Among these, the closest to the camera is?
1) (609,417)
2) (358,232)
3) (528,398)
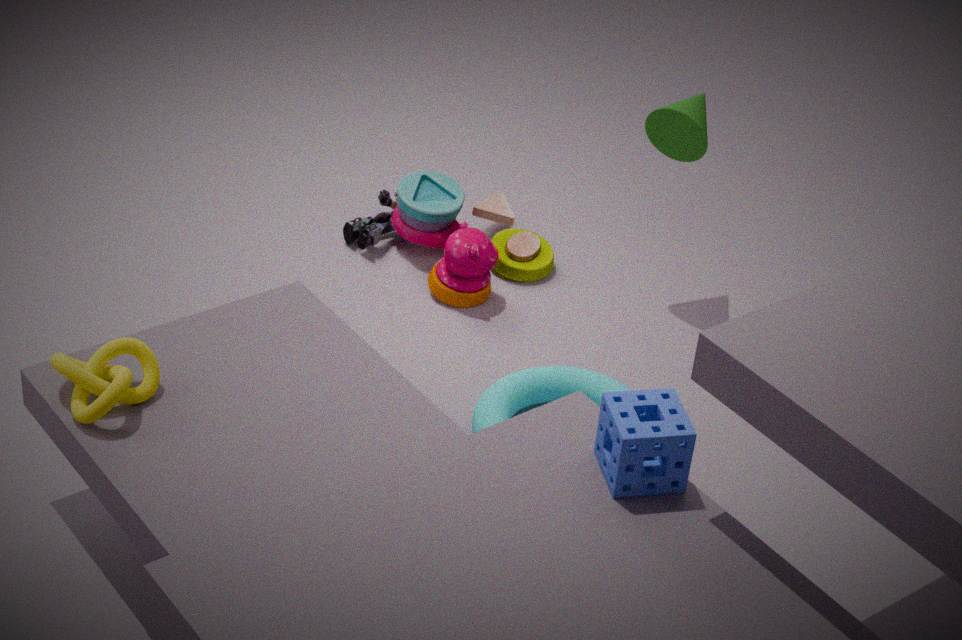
1. (609,417)
